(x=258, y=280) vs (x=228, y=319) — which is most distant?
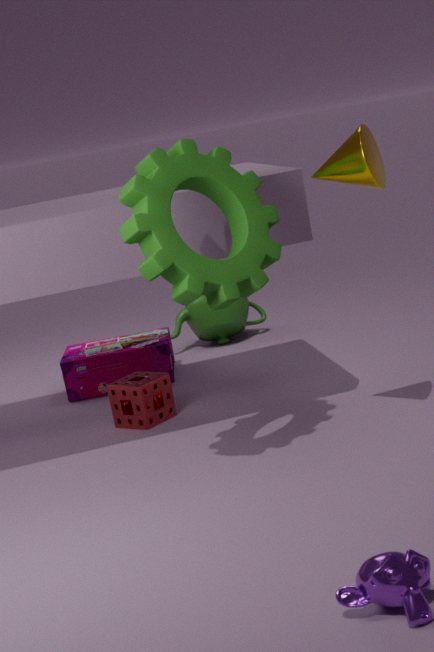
(x=228, y=319)
